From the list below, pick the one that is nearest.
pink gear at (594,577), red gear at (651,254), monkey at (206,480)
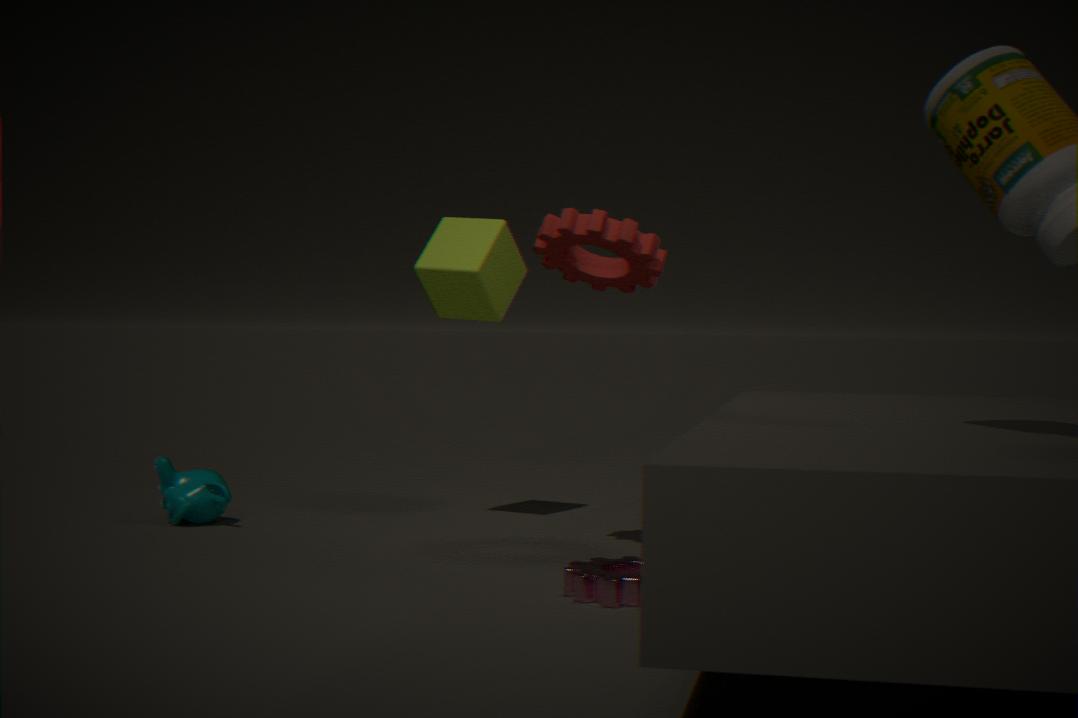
pink gear at (594,577)
